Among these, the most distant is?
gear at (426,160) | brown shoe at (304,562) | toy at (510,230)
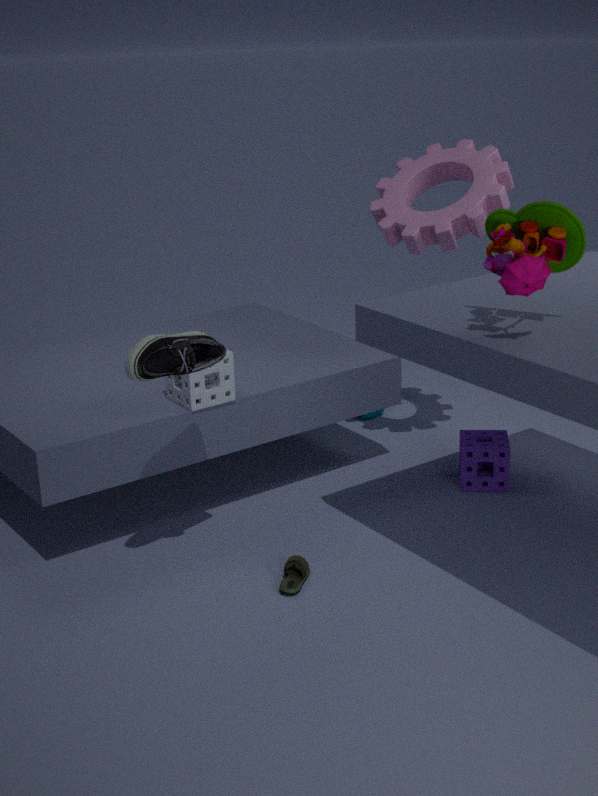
gear at (426,160)
